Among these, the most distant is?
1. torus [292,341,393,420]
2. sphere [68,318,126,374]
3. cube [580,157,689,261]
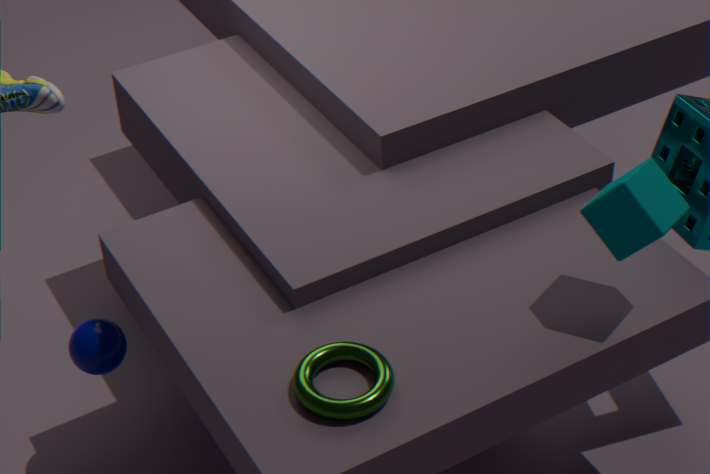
sphere [68,318,126,374]
